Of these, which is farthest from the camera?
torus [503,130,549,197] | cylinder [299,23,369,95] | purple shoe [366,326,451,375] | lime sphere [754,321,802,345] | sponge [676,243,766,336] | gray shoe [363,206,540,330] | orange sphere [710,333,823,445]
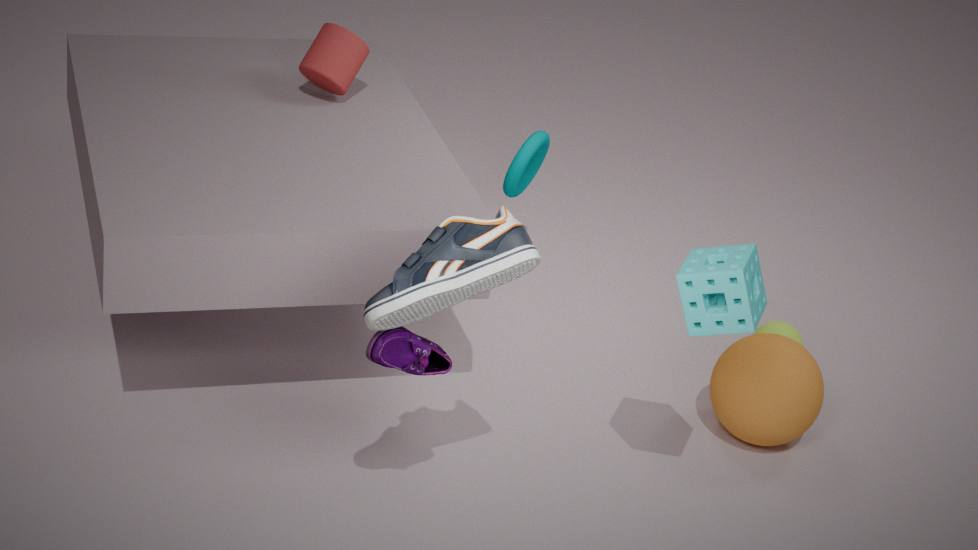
torus [503,130,549,197]
